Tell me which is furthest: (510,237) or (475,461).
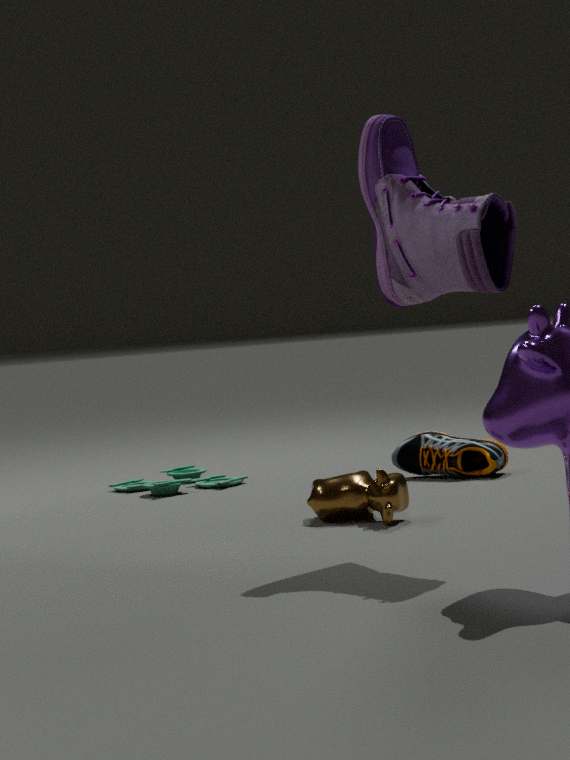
(475,461)
